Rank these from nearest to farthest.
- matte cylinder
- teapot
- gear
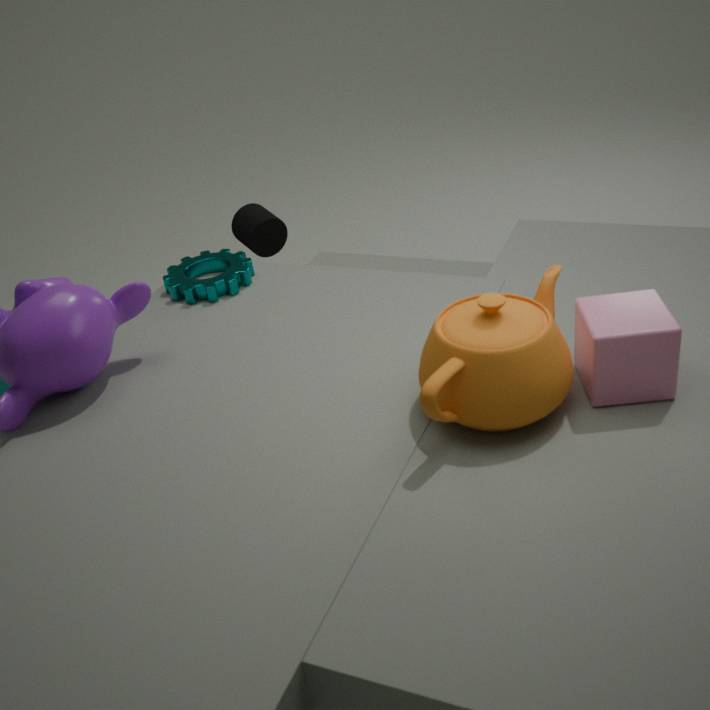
1. teapot
2. gear
3. matte cylinder
